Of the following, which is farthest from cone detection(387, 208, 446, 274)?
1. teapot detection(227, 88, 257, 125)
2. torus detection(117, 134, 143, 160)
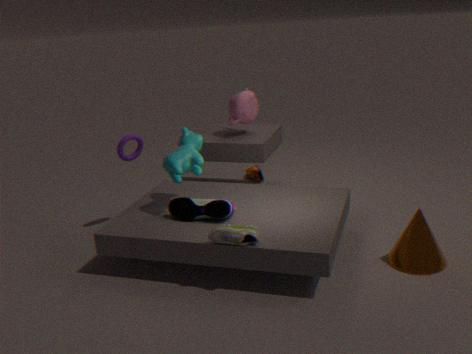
torus detection(117, 134, 143, 160)
